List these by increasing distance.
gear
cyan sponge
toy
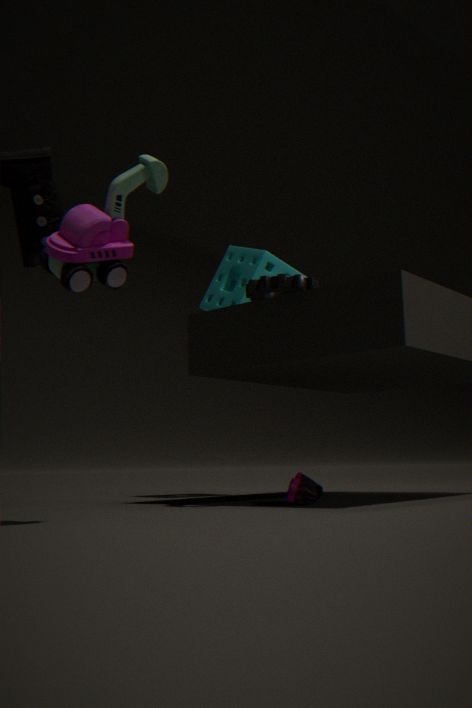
toy < gear < cyan sponge
